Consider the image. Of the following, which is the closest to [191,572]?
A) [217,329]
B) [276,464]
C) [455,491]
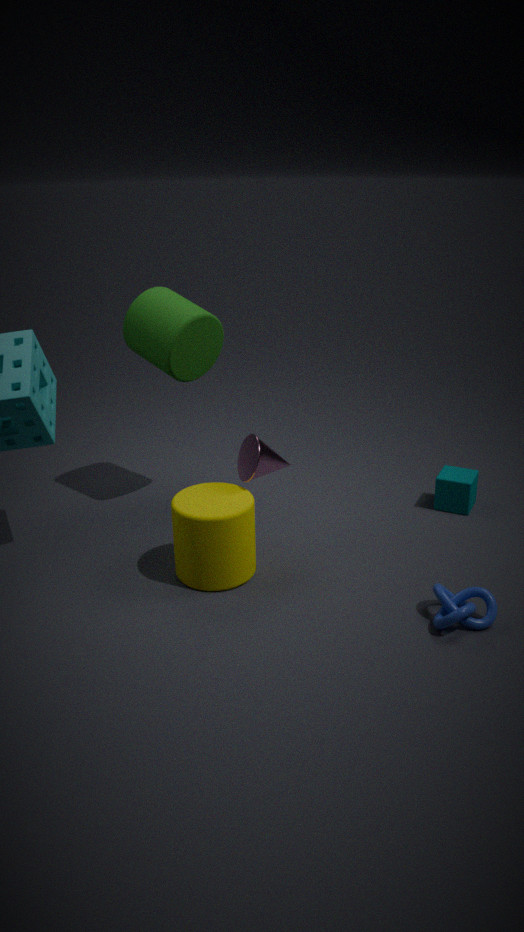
[276,464]
